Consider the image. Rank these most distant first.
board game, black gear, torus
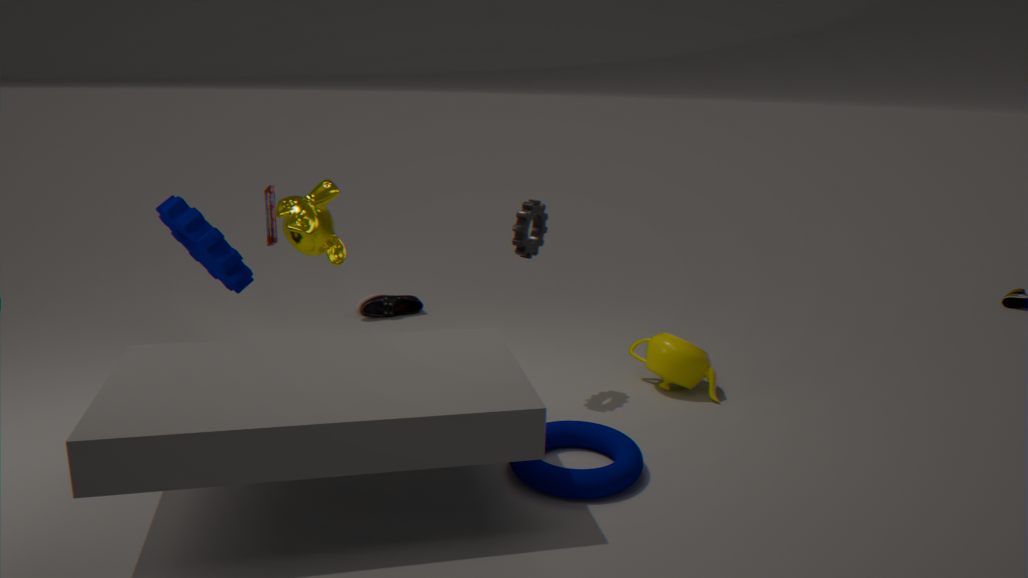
1. board game
2. black gear
3. torus
